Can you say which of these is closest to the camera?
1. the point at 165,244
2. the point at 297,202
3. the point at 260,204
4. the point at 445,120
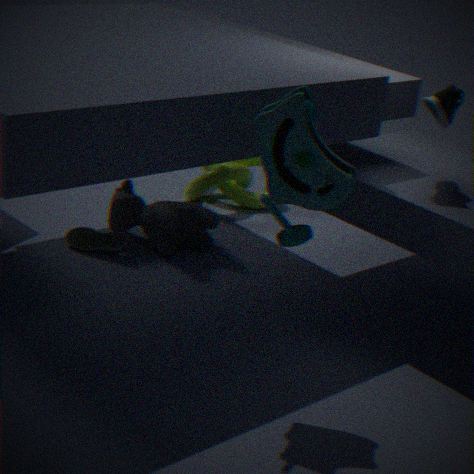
the point at 297,202
